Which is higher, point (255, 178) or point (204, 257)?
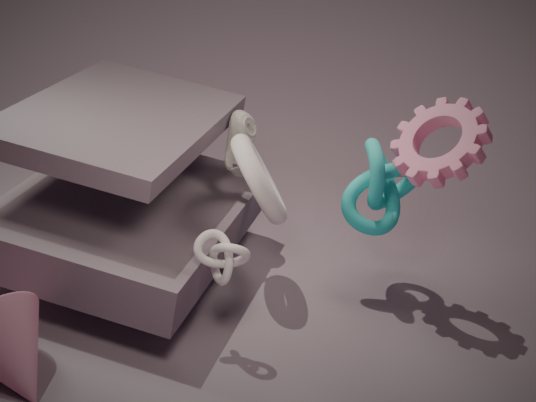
point (255, 178)
